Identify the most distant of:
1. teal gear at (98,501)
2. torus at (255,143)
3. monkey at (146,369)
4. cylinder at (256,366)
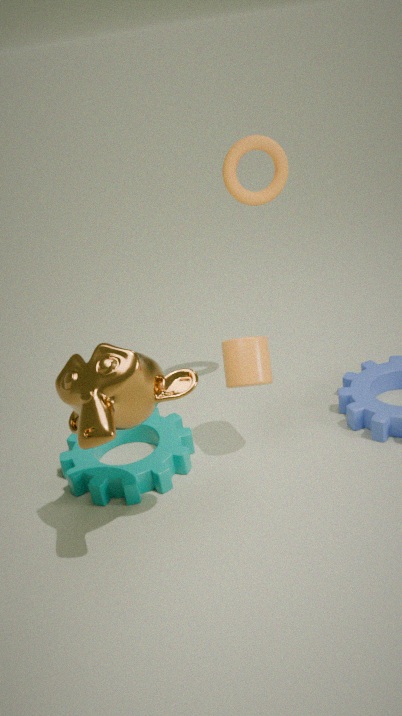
torus at (255,143)
